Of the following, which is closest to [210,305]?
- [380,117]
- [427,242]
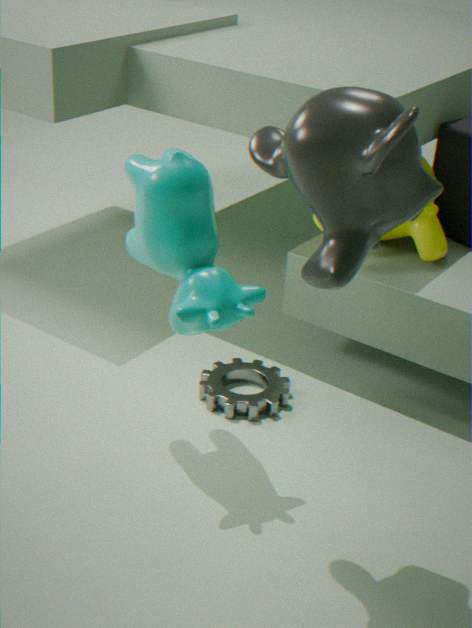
[380,117]
